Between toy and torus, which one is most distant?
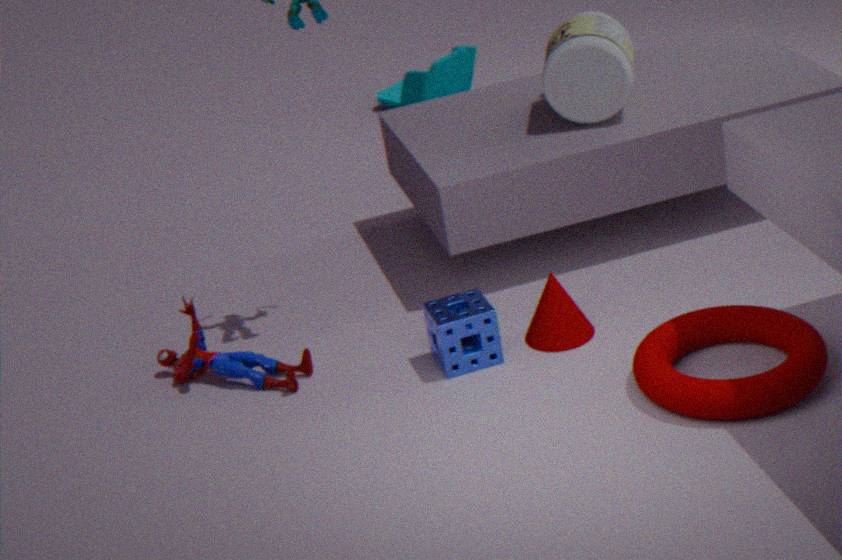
toy
